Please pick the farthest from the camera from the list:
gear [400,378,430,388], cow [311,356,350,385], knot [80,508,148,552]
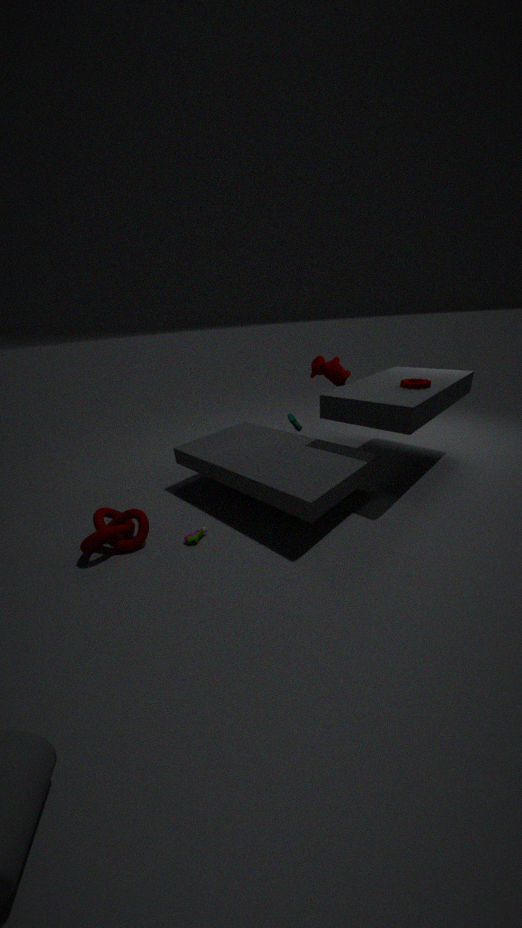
cow [311,356,350,385]
